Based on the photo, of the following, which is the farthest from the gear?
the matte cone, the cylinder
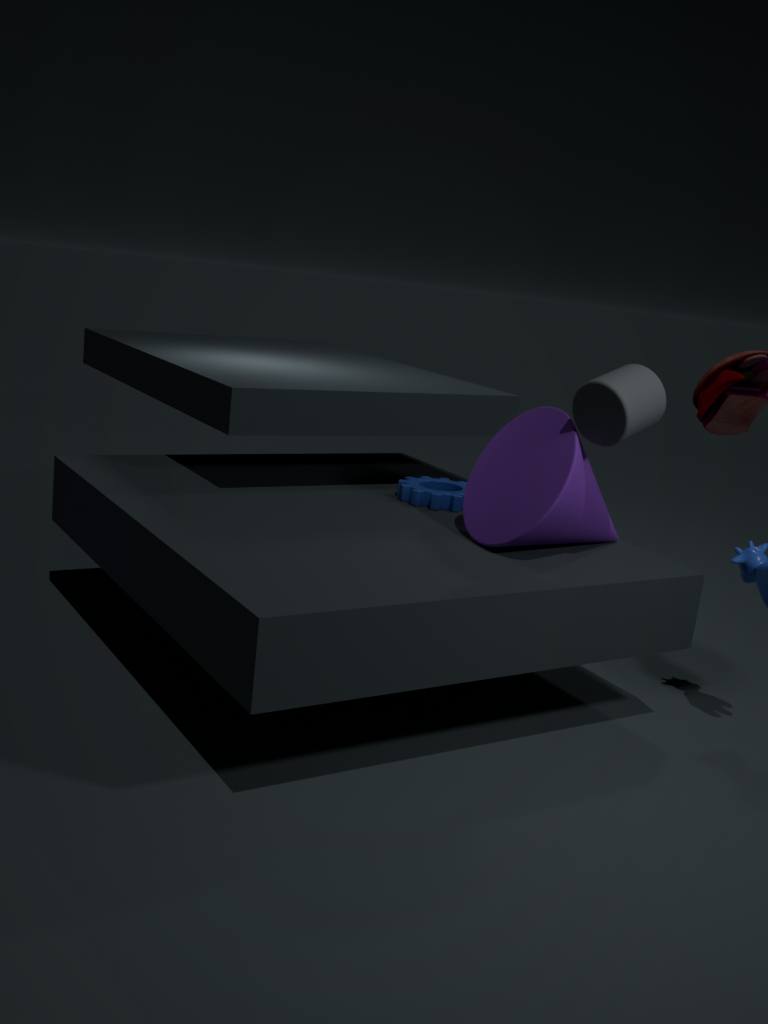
the cylinder
